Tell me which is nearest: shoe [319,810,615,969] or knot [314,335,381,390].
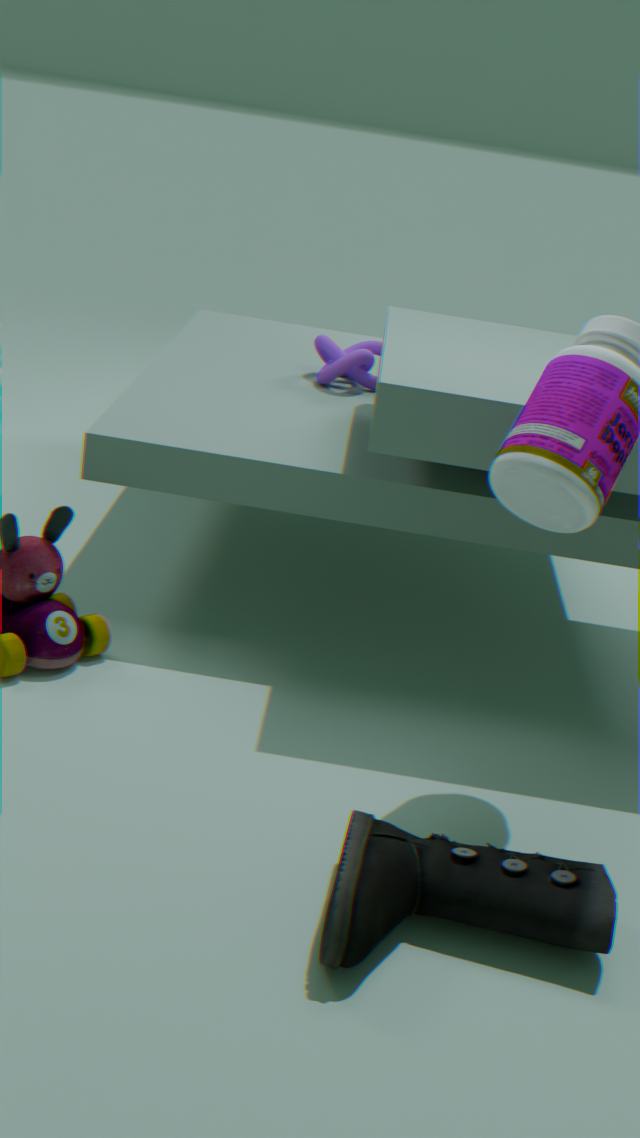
shoe [319,810,615,969]
